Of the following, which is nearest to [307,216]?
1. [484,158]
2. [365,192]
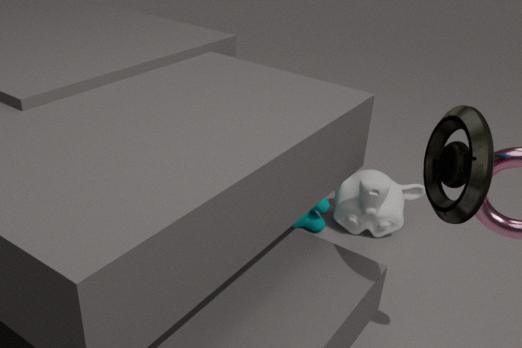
[365,192]
